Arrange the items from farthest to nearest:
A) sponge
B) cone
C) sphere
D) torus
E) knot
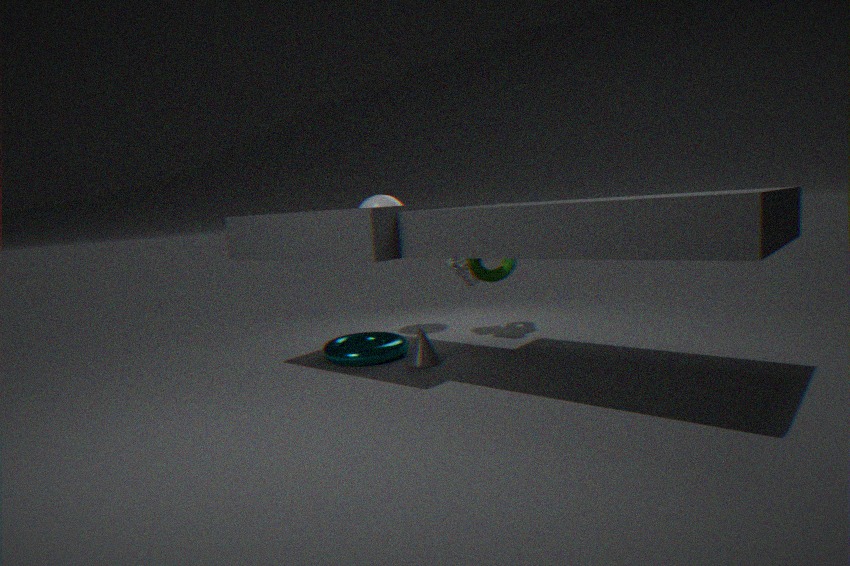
C. sphere < A. sponge < E. knot < D. torus < B. cone
